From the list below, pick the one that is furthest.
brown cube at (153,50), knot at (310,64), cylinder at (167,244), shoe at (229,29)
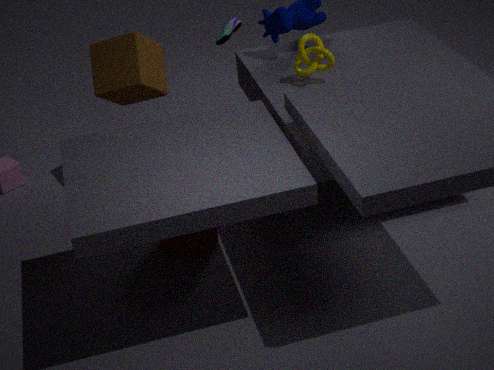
shoe at (229,29)
